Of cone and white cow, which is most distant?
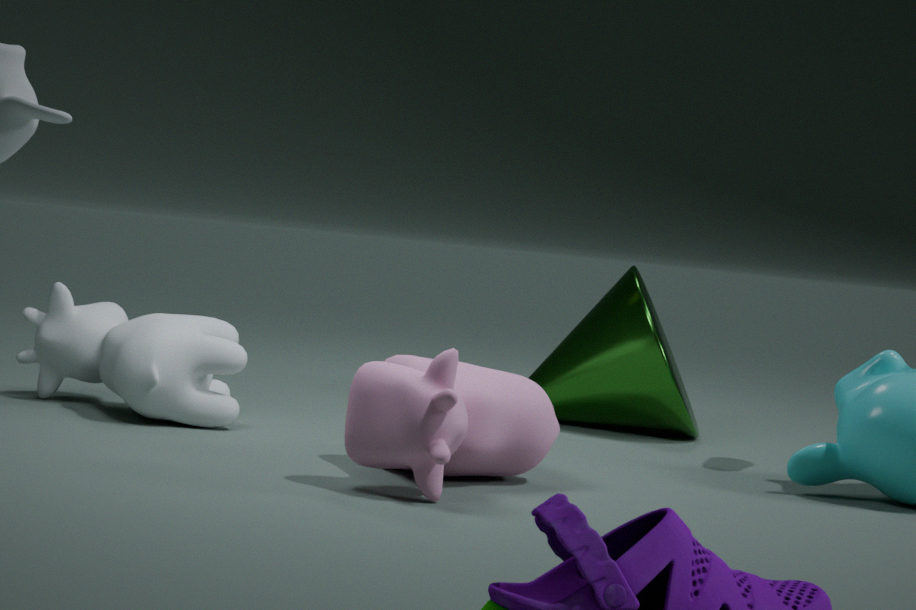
cone
